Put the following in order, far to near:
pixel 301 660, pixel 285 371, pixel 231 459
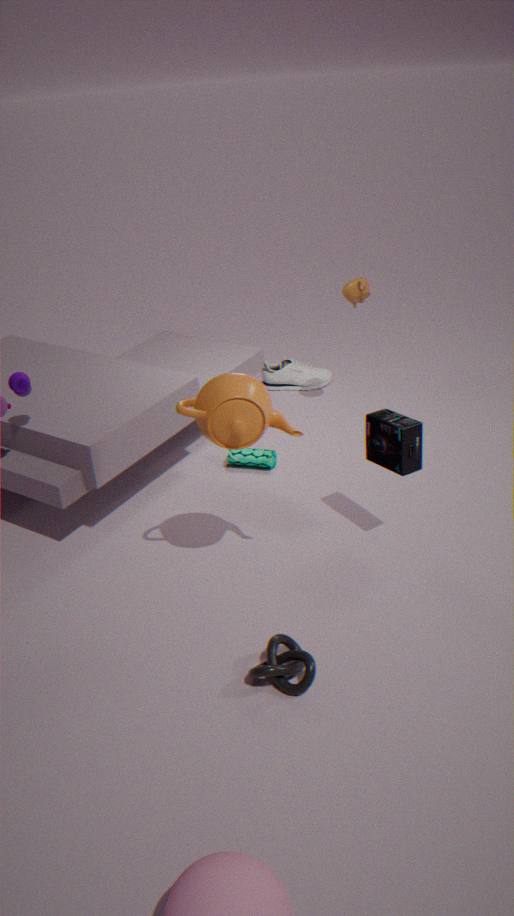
1. pixel 285 371
2. pixel 231 459
3. pixel 301 660
